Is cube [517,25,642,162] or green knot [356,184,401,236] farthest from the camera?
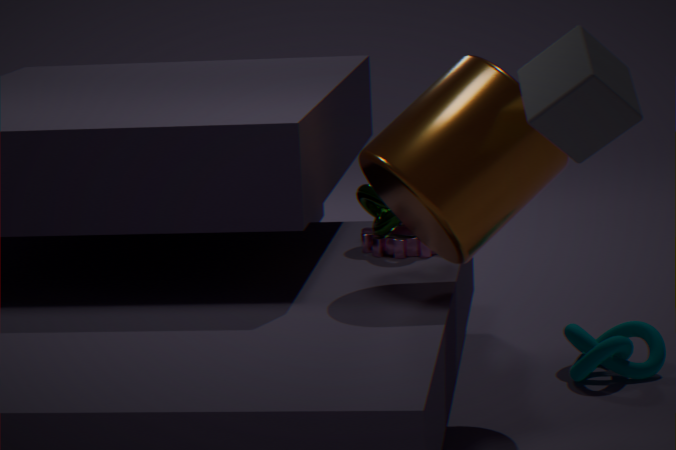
green knot [356,184,401,236]
